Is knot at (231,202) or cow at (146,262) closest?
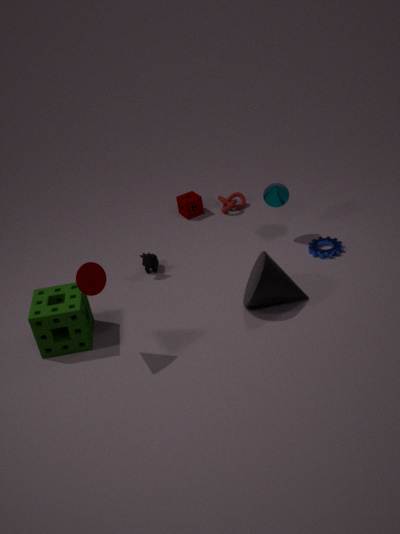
cow at (146,262)
